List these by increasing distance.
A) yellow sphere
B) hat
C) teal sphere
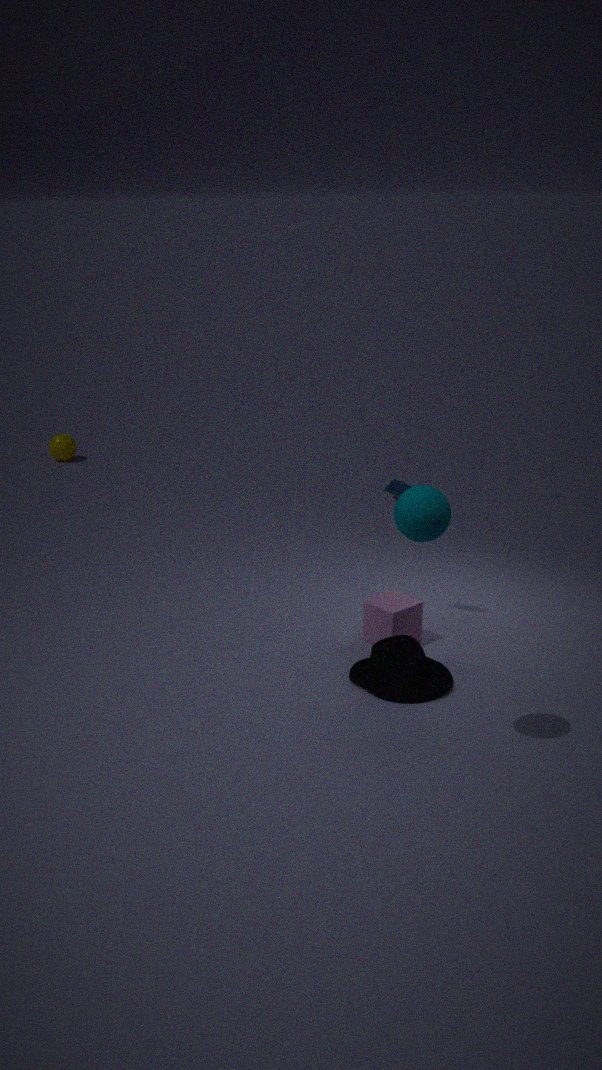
teal sphere
hat
yellow sphere
